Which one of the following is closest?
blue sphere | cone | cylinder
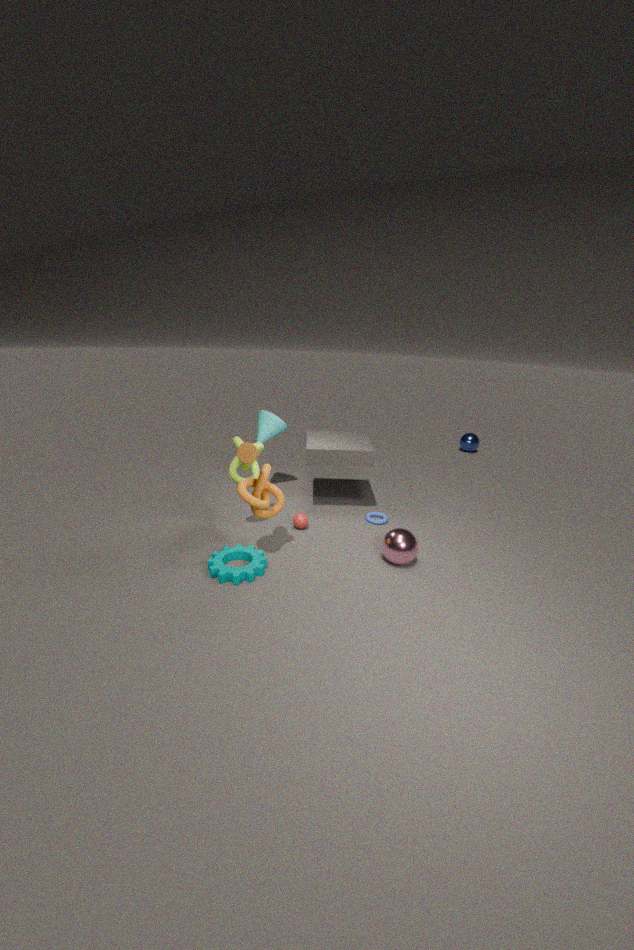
cylinder
